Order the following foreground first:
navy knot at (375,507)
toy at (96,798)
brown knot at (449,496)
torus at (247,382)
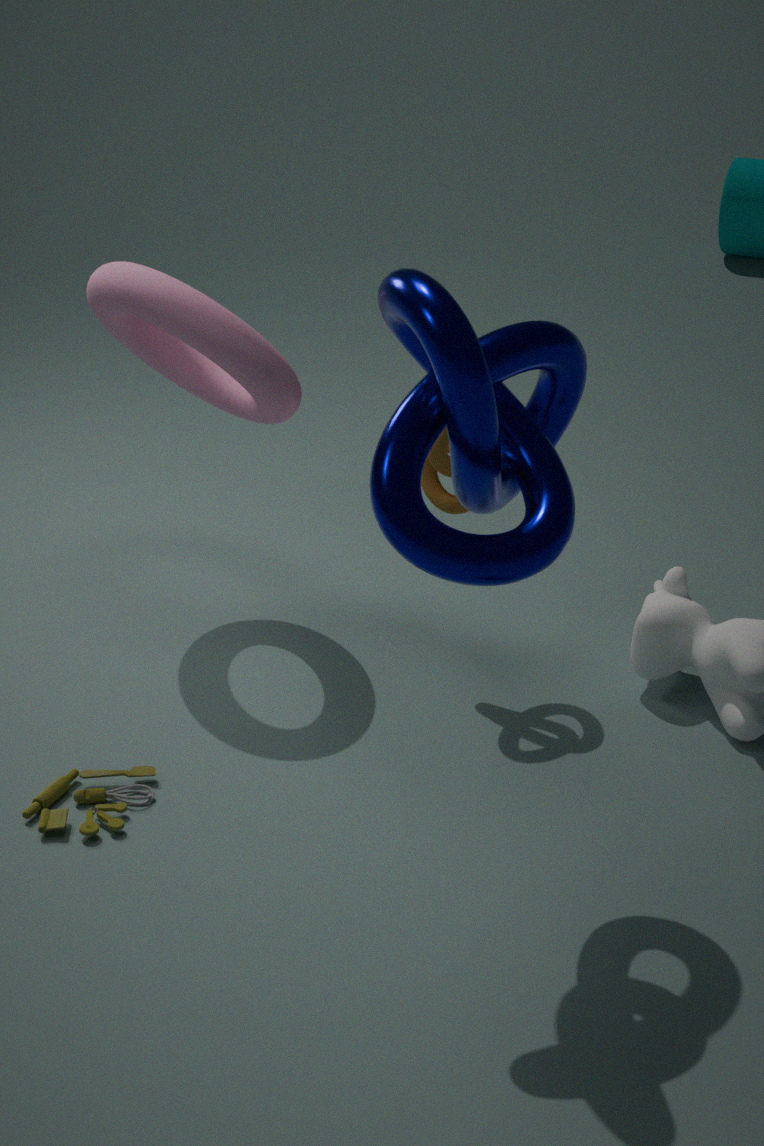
navy knot at (375,507) → toy at (96,798) → brown knot at (449,496) → torus at (247,382)
